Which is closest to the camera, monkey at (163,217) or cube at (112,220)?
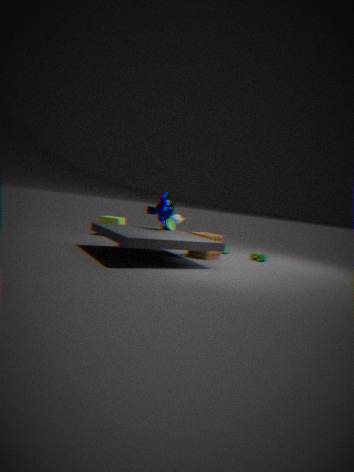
monkey at (163,217)
